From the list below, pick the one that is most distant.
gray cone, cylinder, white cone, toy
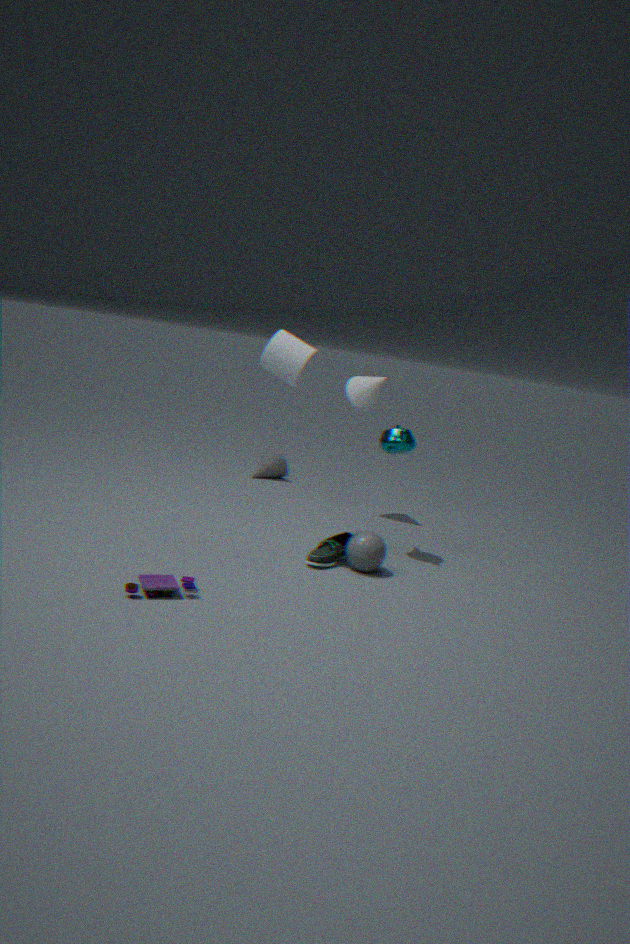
gray cone
